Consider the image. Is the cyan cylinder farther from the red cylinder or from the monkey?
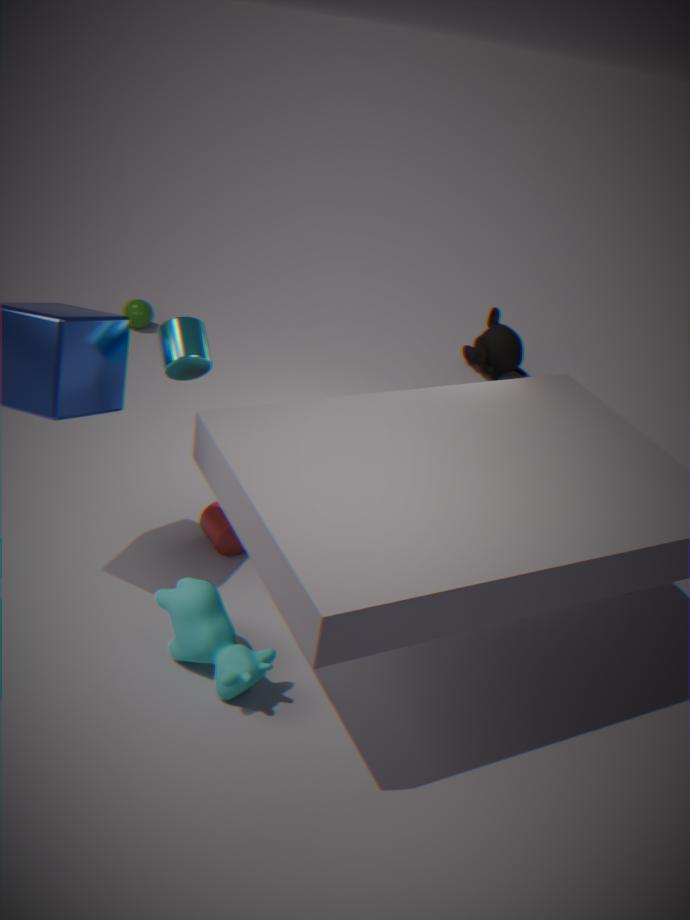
the monkey
